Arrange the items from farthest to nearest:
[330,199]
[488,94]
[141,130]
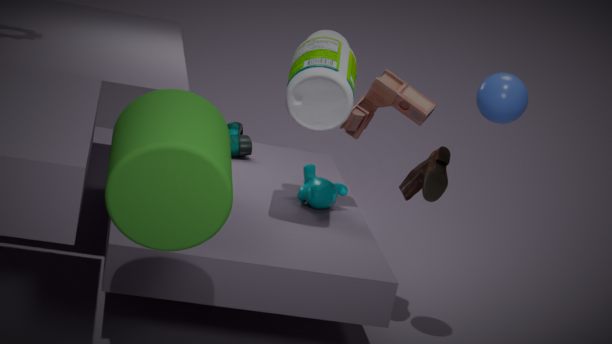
[330,199] → [488,94] → [141,130]
